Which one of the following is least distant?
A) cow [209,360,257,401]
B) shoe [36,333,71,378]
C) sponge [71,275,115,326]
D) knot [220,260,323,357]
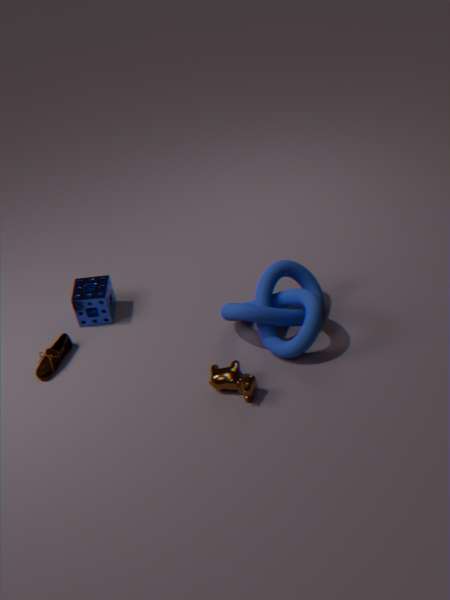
cow [209,360,257,401]
